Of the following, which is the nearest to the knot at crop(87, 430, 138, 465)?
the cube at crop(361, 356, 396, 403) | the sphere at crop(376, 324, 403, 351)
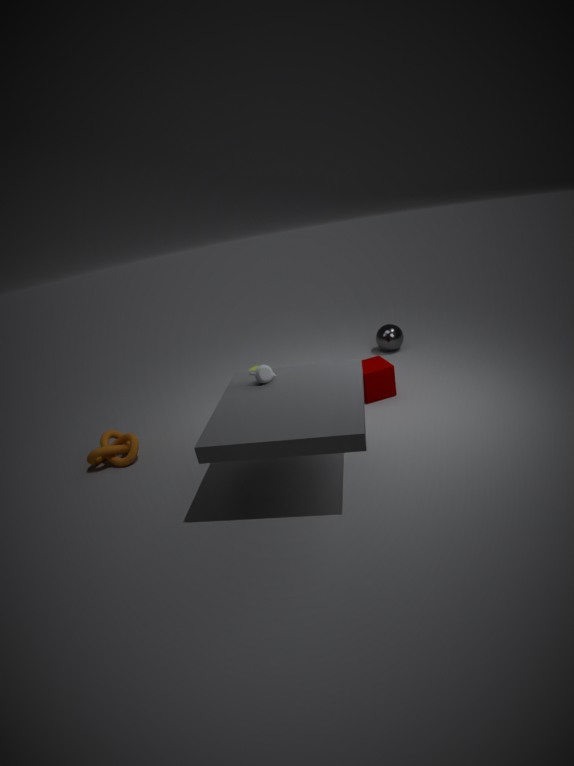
the cube at crop(361, 356, 396, 403)
